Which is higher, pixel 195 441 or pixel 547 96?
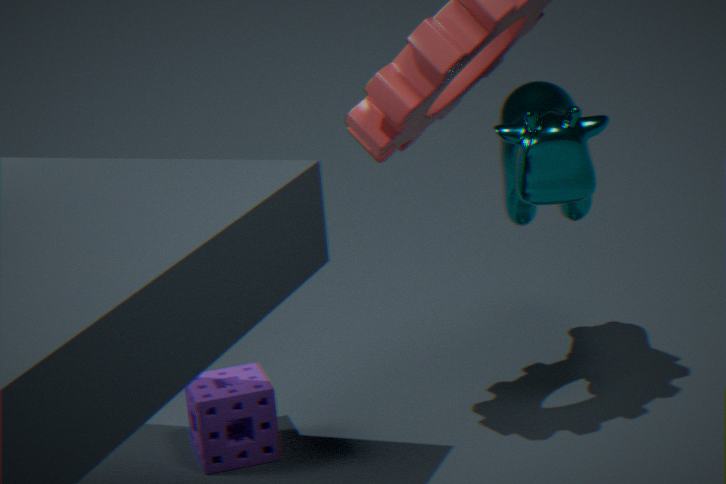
pixel 547 96
